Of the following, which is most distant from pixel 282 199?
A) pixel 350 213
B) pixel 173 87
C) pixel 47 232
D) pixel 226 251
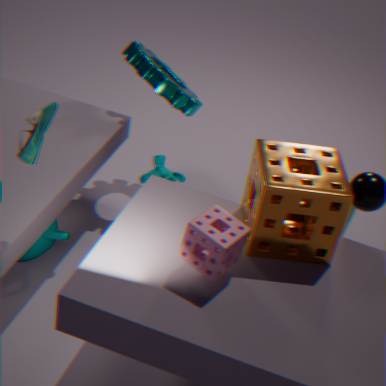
A: pixel 47 232
